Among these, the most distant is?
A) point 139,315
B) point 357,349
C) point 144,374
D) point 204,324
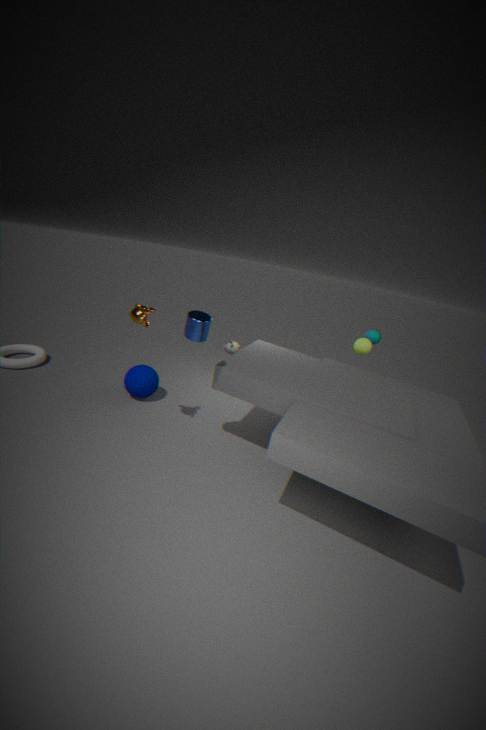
point 357,349
